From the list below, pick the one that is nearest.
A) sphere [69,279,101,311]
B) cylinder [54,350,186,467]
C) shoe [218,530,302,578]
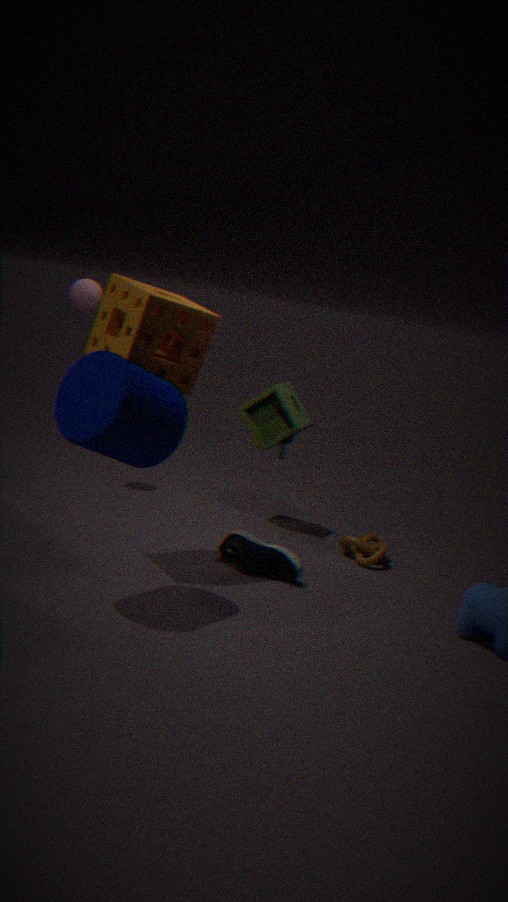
B. cylinder [54,350,186,467]
